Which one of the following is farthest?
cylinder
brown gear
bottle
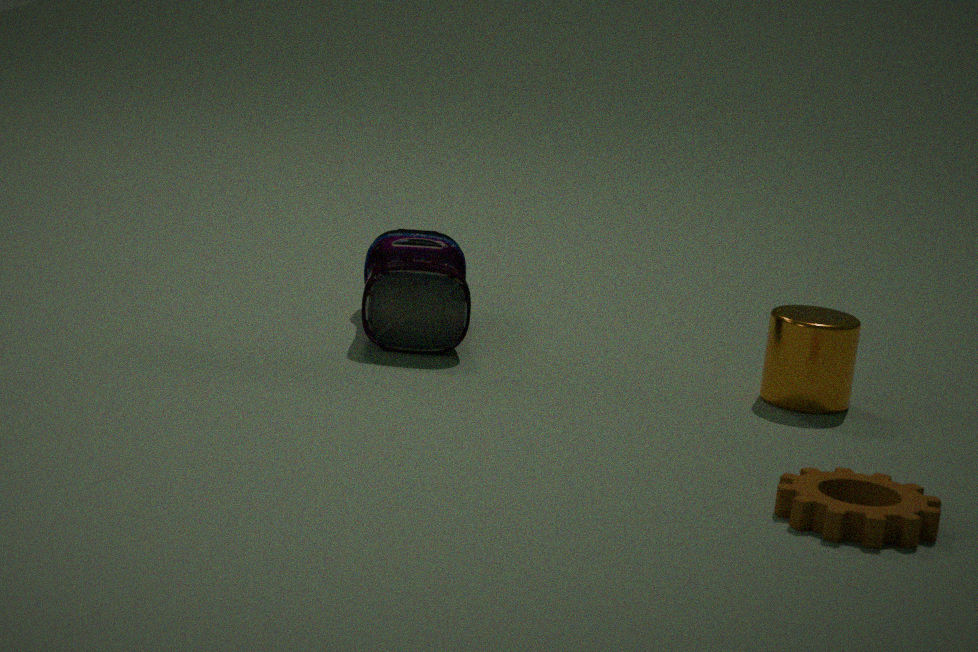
bottle
